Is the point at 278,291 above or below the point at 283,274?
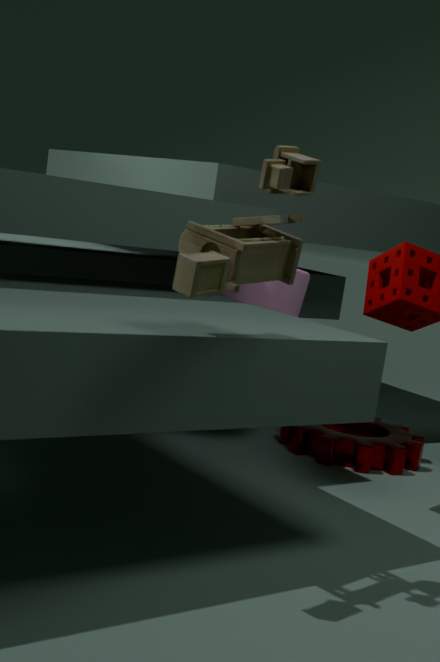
below
